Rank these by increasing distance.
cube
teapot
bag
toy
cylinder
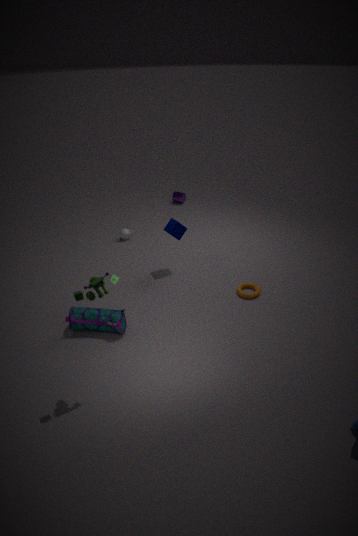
toy → bag → cube → teapot → cylinder
